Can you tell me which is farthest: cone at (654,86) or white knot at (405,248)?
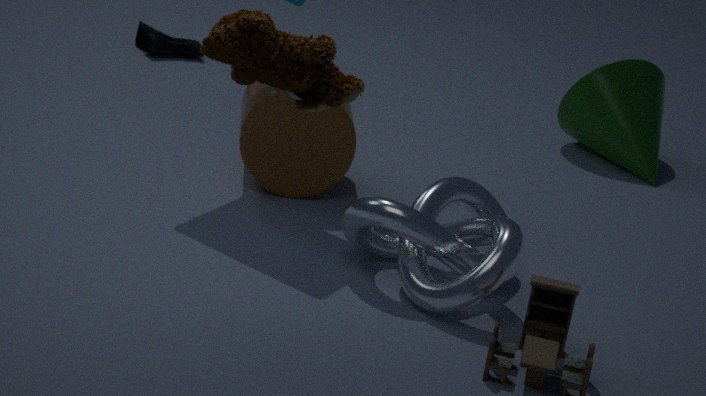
cone at (654,86)
